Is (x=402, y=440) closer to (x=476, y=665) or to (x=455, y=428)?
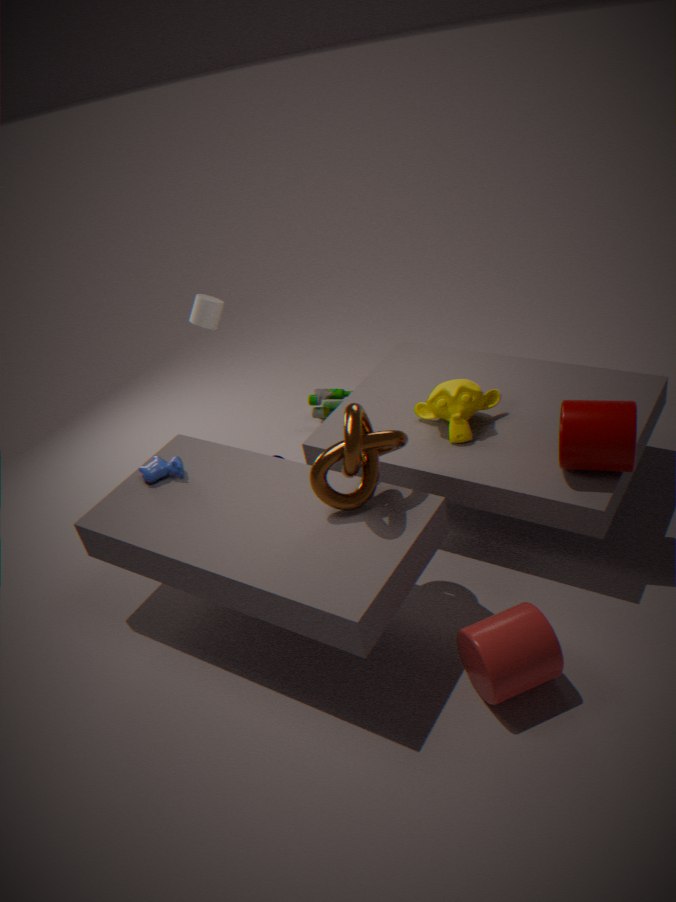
(x=455, y=428)
